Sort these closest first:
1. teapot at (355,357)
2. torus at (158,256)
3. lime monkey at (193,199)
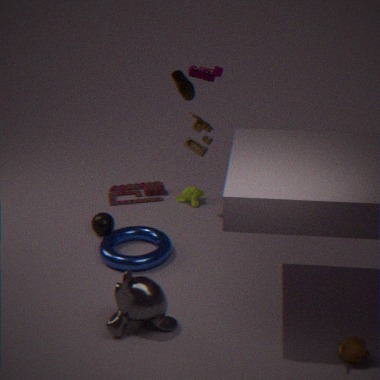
teapot at (355,357) → torus at (158,256) → lime monkey at (193,199)
